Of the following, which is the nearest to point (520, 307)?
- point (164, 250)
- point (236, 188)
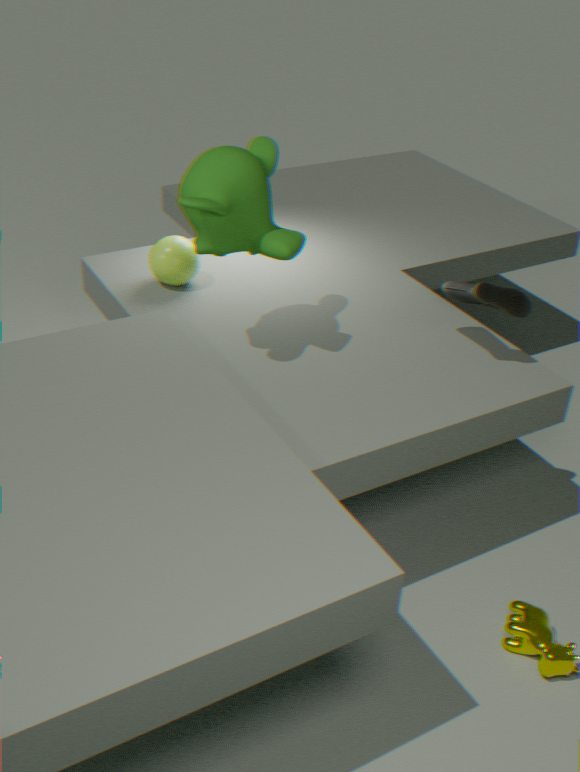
point (236, 188)
